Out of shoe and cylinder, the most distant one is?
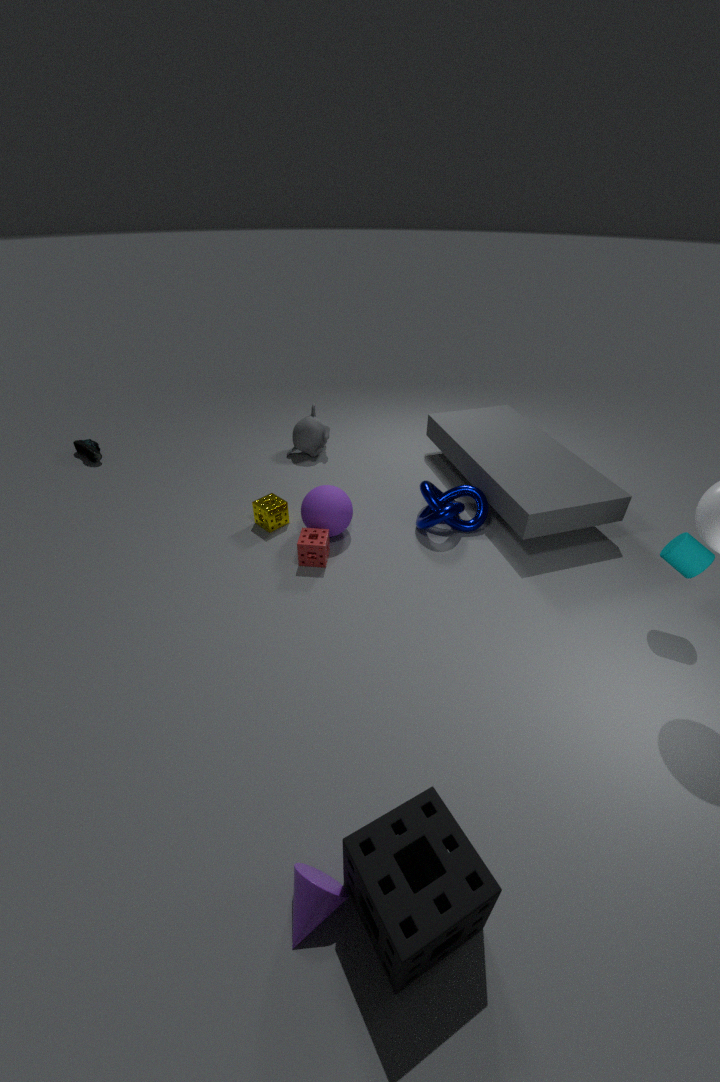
shoe
